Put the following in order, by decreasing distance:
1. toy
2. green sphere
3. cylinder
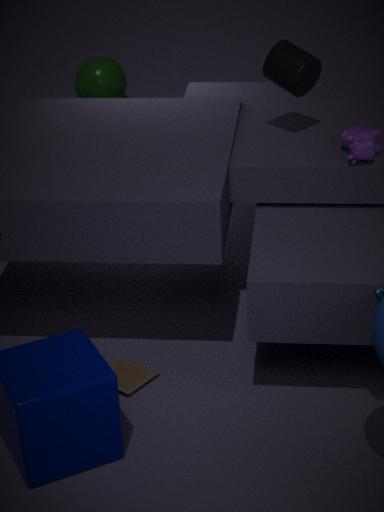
1. green sphere
2. cylinder
3. toy
